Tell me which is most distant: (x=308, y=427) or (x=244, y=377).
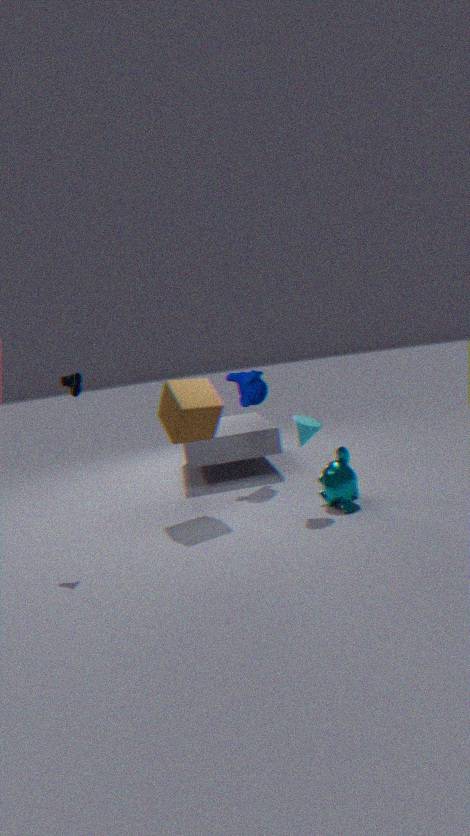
(x=244, y=377)
